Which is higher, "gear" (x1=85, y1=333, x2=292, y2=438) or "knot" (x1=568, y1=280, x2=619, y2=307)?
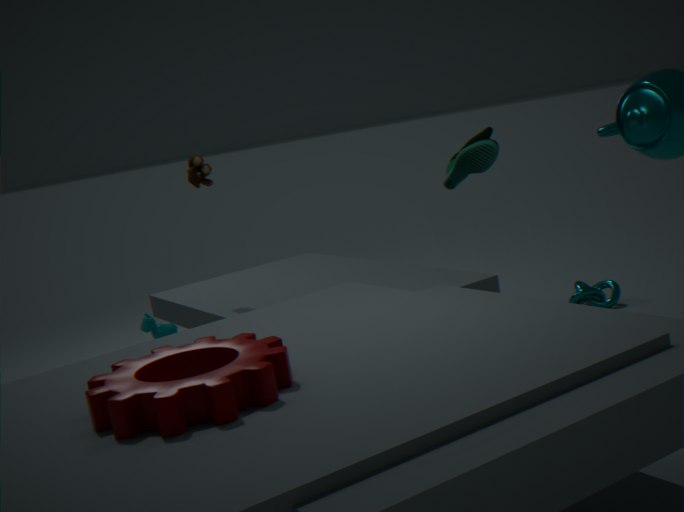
"gear" (x1=85, y1=333, x2=292, y2=438)
